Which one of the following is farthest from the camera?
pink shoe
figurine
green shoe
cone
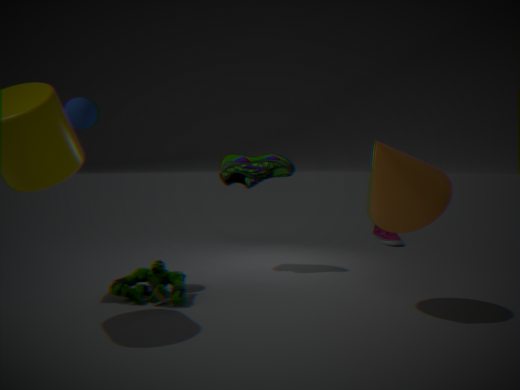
pink shoe
